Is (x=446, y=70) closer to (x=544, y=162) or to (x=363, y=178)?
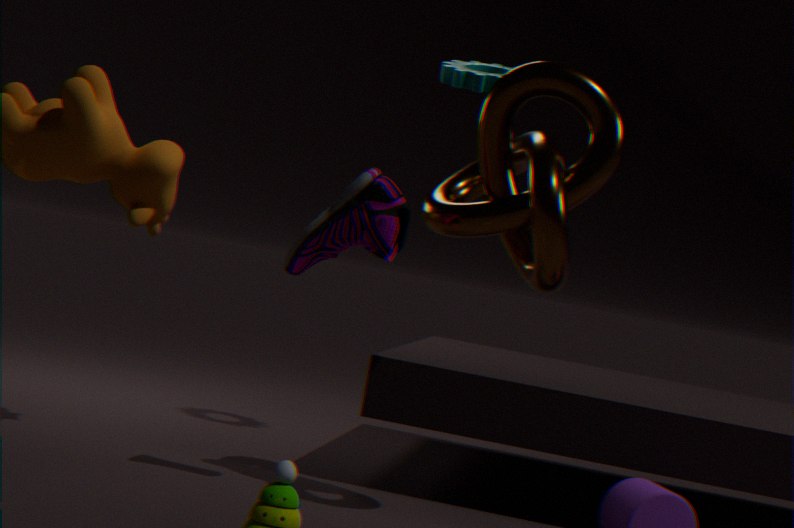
(x=544, y=162)
